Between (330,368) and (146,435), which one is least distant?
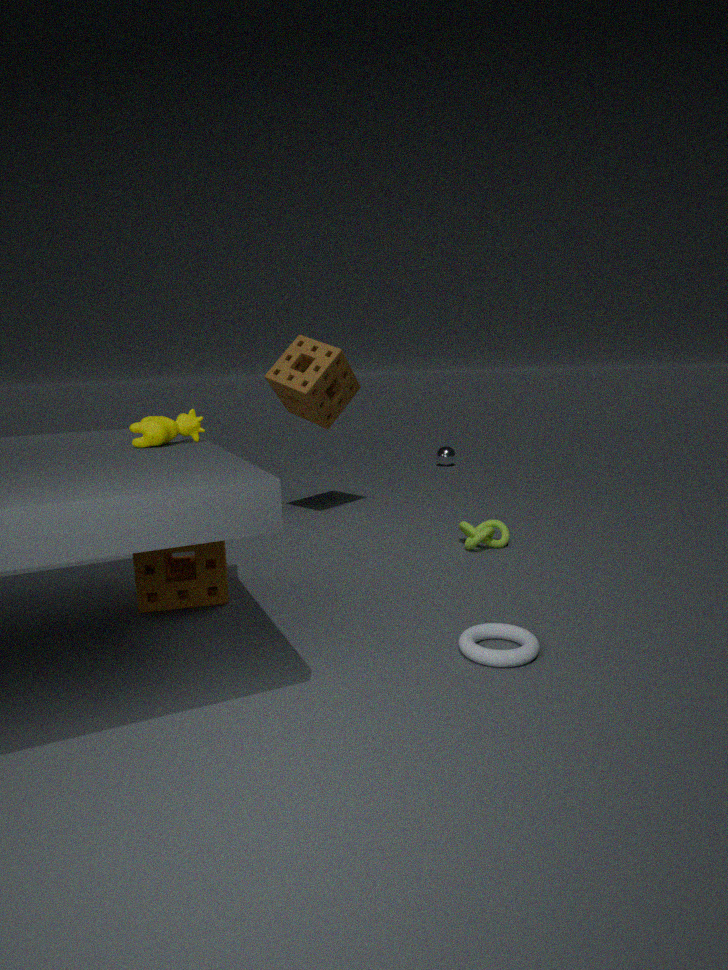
(146,435)
